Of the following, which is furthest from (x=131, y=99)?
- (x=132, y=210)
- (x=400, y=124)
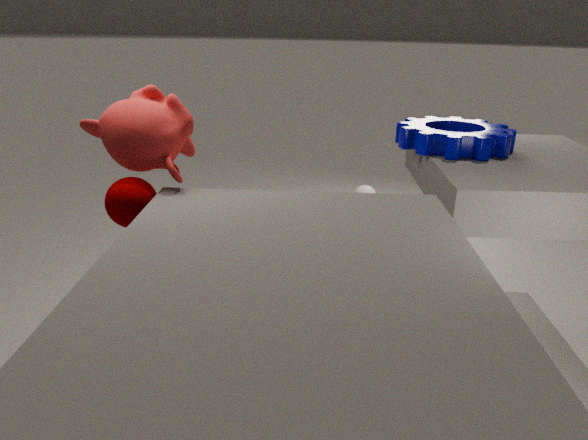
(x=400, y=124)
